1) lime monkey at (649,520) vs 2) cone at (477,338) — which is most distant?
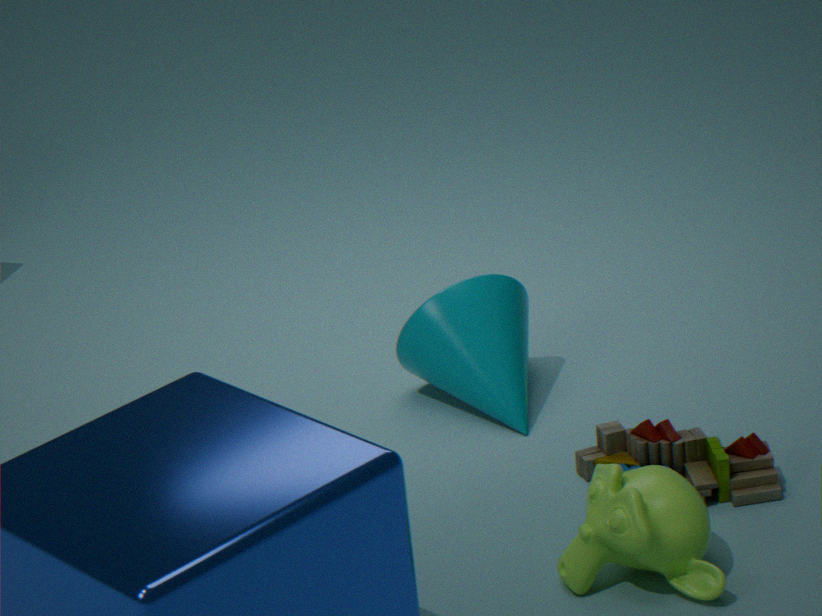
2. cone at (477,338)
